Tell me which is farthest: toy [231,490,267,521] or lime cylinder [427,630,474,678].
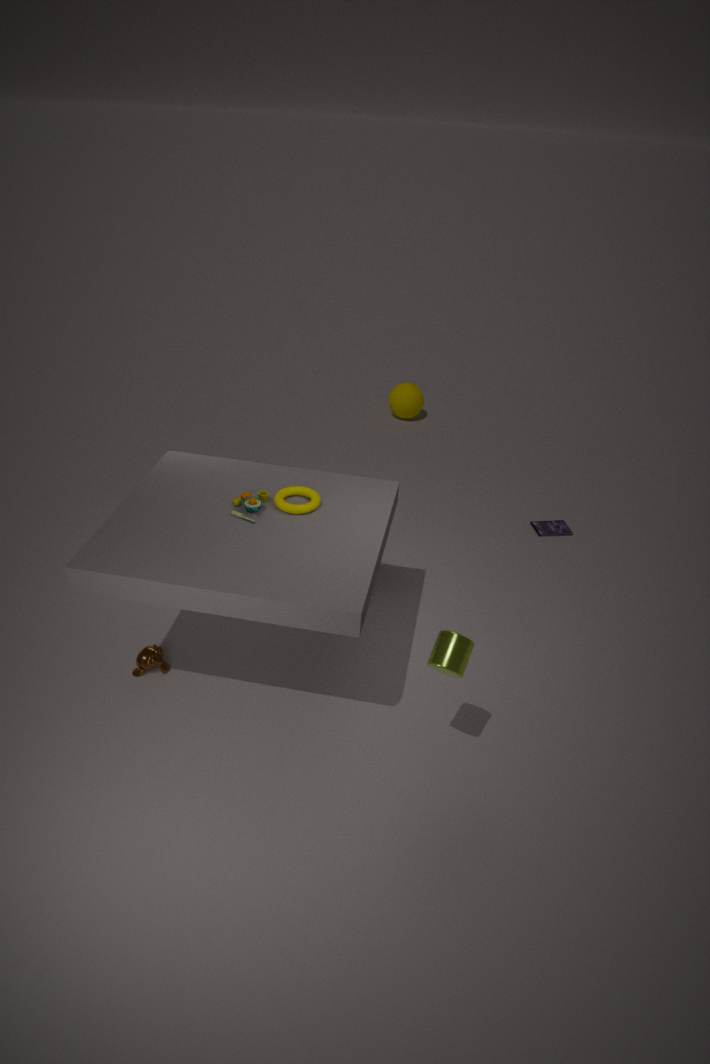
toy [231,490,267,521]
